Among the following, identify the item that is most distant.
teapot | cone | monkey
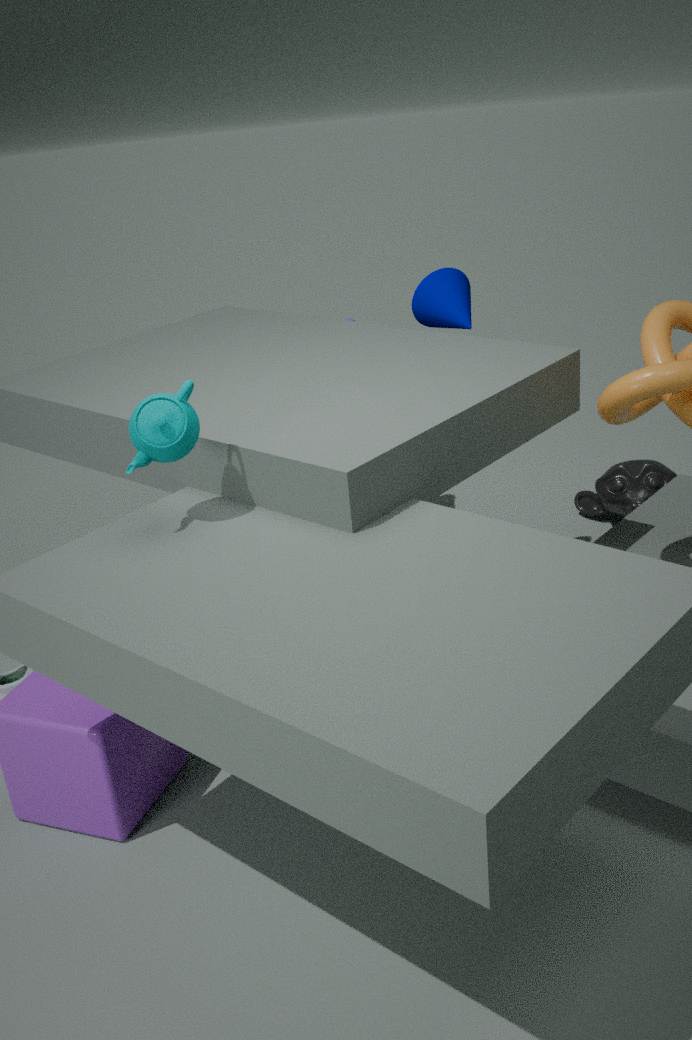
monkey
